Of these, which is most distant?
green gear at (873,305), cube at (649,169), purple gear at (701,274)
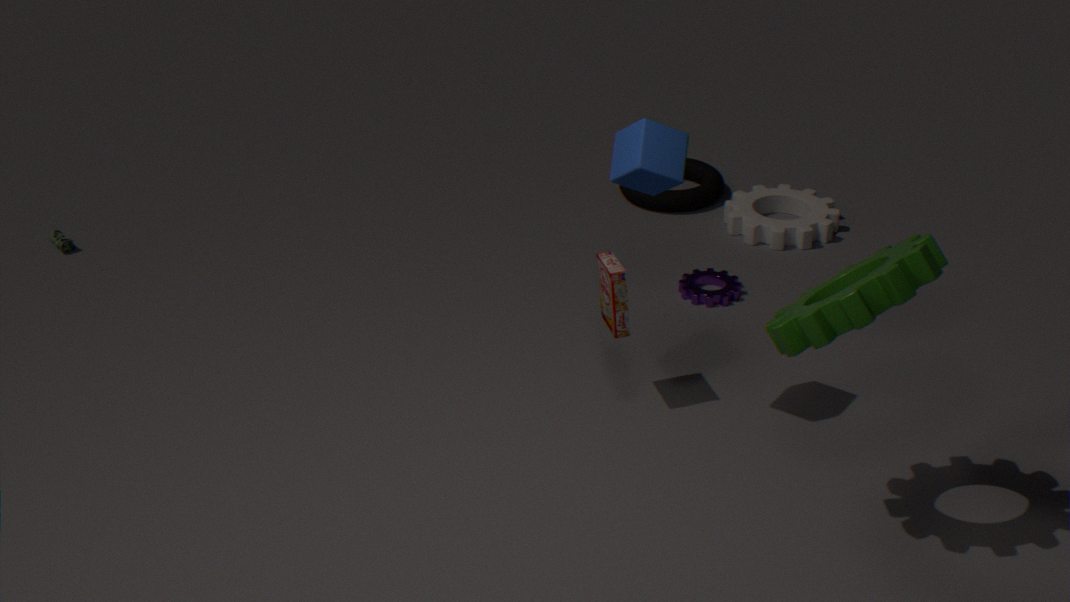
purple gear at (701,274)
